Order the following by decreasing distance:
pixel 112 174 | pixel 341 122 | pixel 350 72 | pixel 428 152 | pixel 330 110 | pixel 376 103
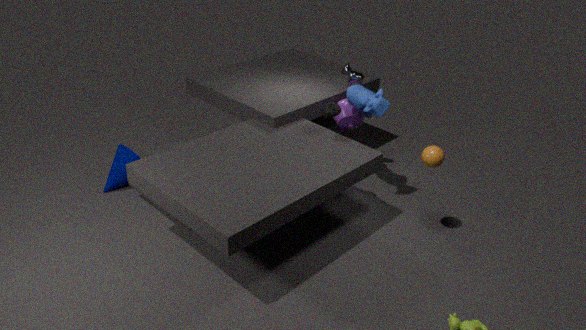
pixel 341 122 → pixel 350 72 → pixel 112 174 → pixel 376 103 → pixel 330 110 → pixel 428 152
